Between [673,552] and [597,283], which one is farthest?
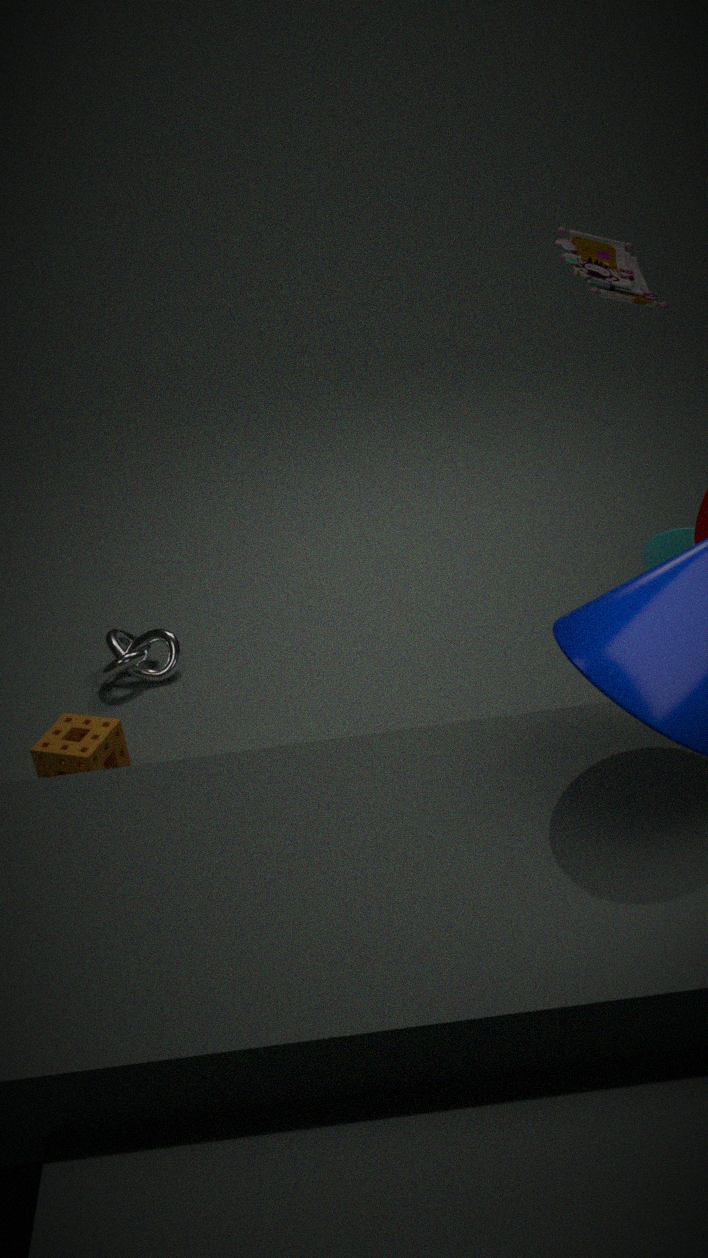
[673,552]
